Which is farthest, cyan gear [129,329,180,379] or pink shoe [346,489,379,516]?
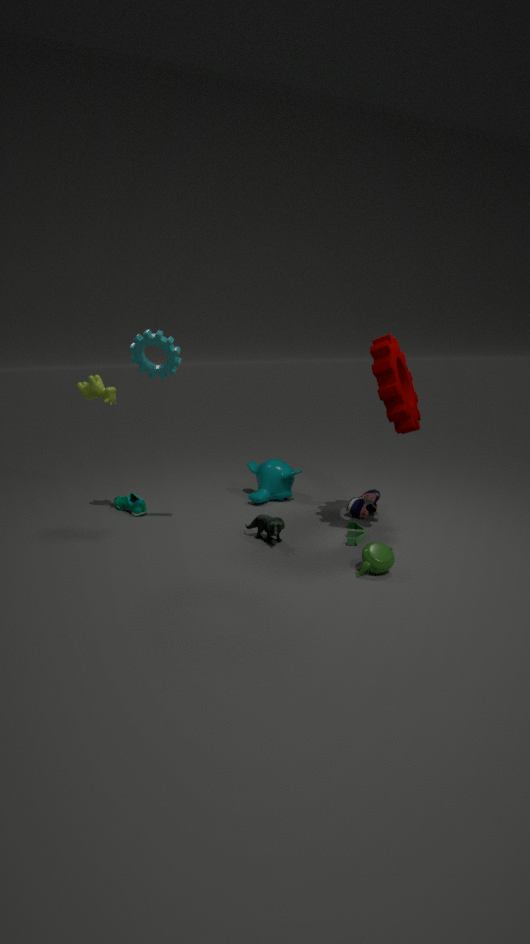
pink shoe [346,489,379,516]
